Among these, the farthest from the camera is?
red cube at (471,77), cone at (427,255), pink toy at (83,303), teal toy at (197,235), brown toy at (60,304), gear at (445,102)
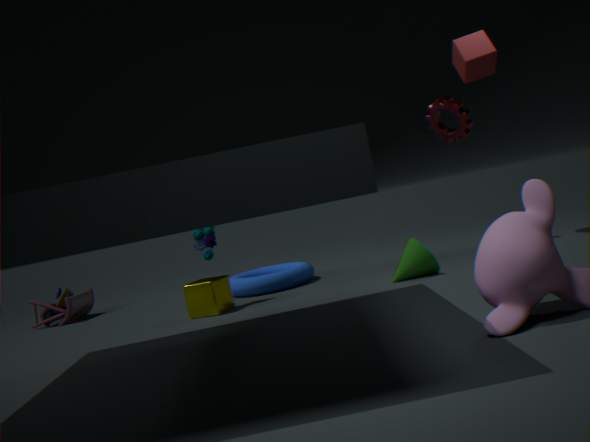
brown toy at (60,304)
